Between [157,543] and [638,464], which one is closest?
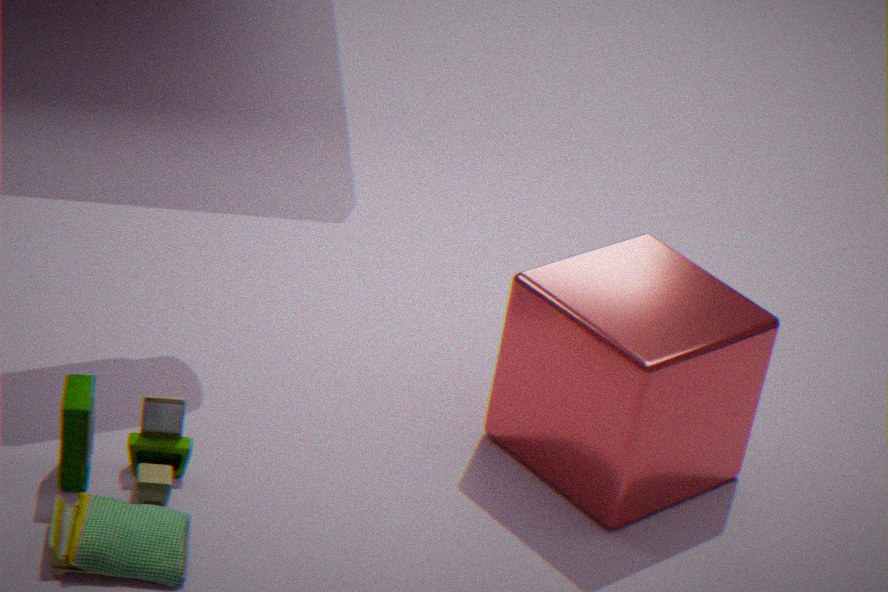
[157,543]
